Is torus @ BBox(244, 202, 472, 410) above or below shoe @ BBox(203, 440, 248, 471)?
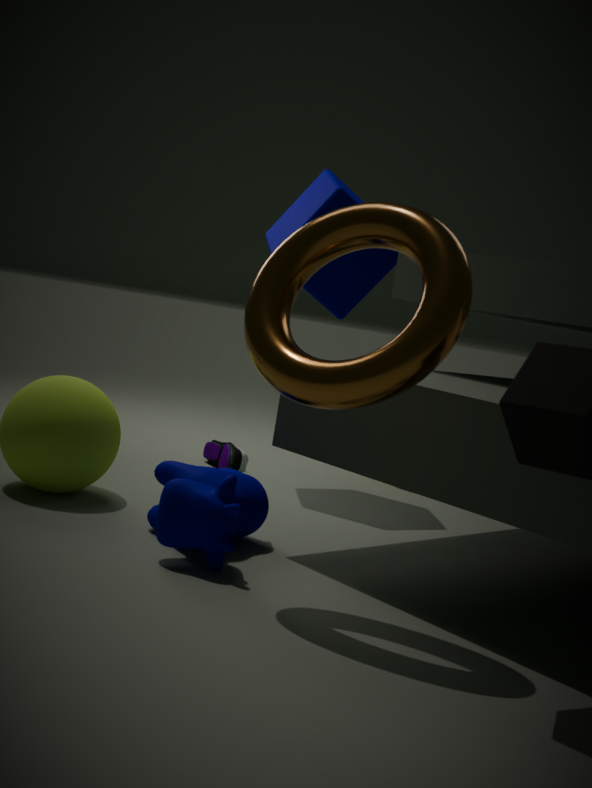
above
